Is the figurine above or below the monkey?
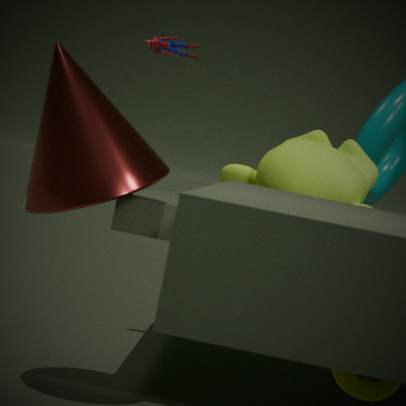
above
